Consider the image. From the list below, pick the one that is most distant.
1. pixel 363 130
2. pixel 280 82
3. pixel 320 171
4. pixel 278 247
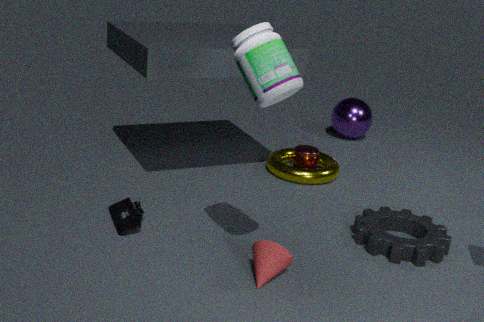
pixel 363 130
